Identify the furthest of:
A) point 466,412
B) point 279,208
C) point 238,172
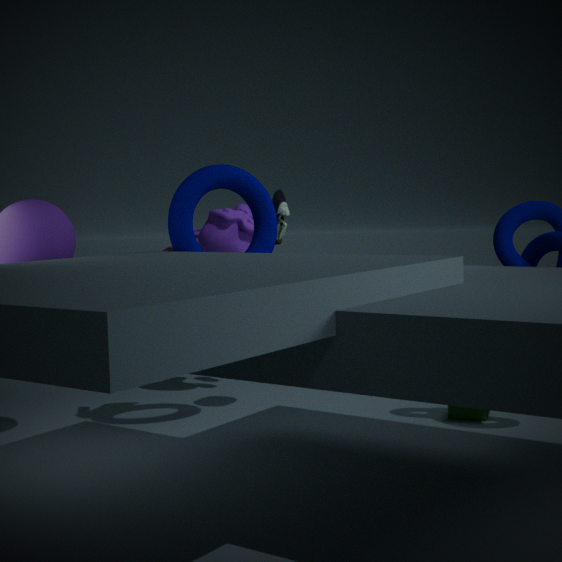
point 279,208
